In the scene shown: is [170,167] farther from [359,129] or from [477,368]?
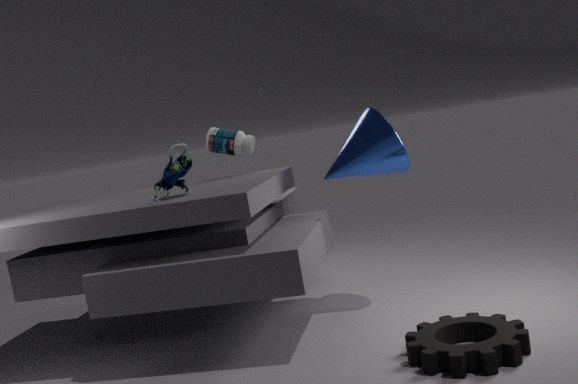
[477,368]
